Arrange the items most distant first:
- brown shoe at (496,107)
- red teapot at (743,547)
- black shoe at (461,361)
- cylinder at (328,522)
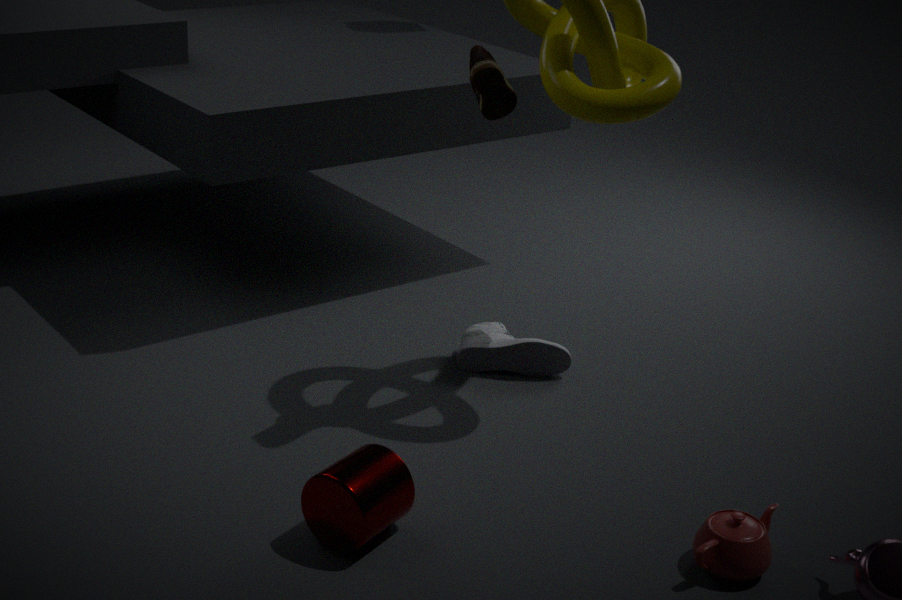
black shoe at (461,361) < brown shoe at (496,107) < red teapot at (743,547) < cylinder at (328,522)
